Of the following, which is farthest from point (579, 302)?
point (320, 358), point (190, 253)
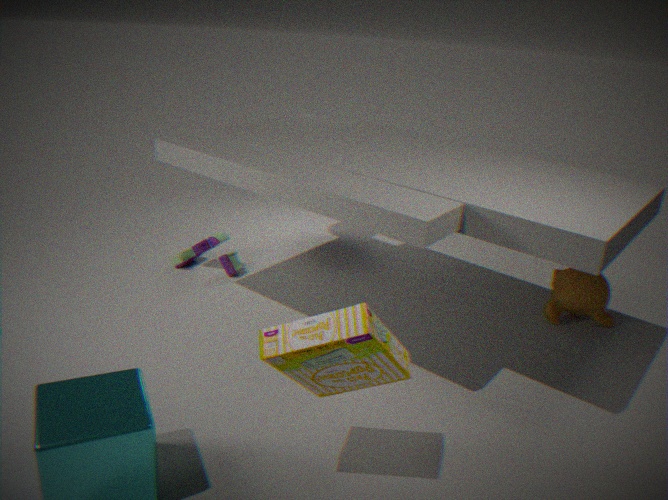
point (190, 253)
